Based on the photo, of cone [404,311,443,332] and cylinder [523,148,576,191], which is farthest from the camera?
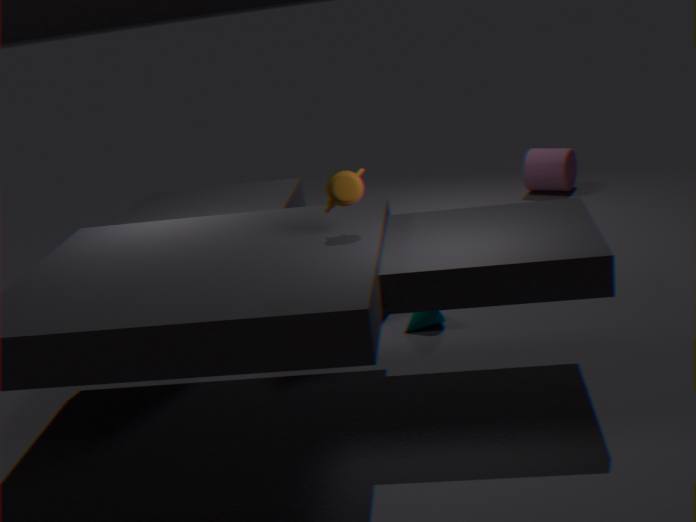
cylinder [523,148,576,191]
